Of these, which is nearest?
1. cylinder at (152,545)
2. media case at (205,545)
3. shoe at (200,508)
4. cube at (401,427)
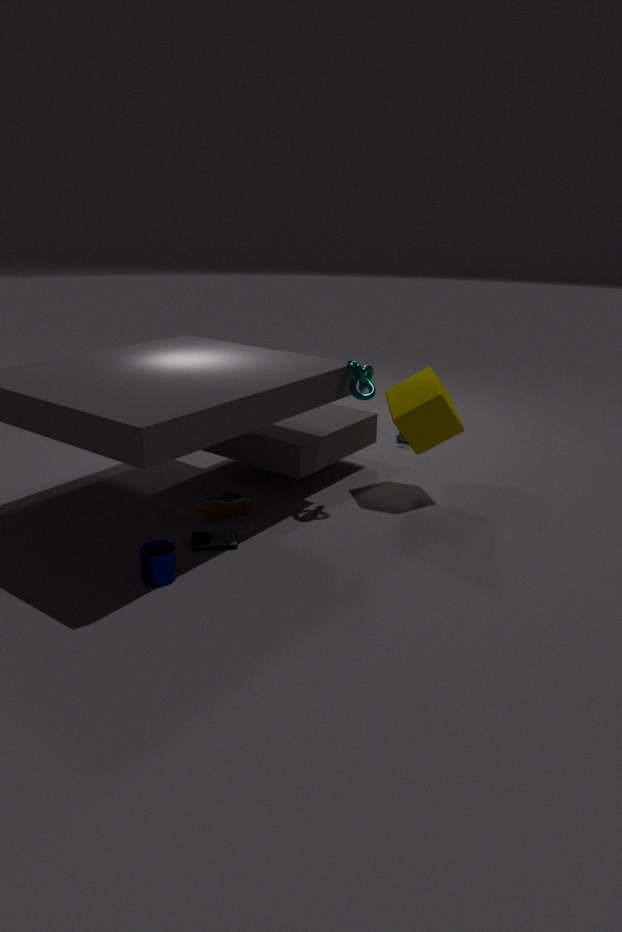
cylinder at (152,545)
